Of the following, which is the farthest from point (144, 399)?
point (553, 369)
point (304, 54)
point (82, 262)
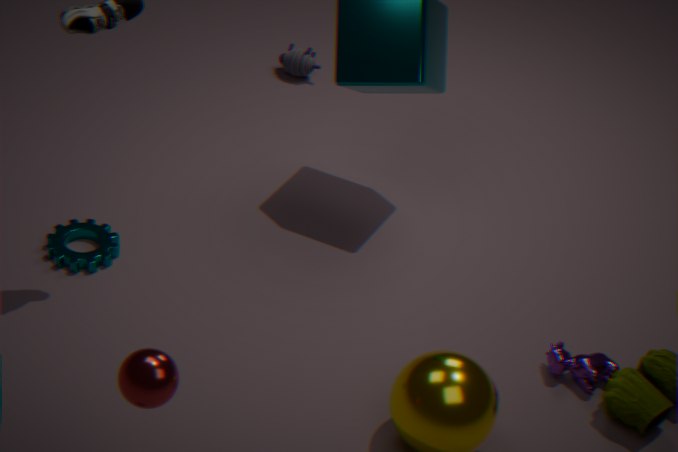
point (304, 54)
